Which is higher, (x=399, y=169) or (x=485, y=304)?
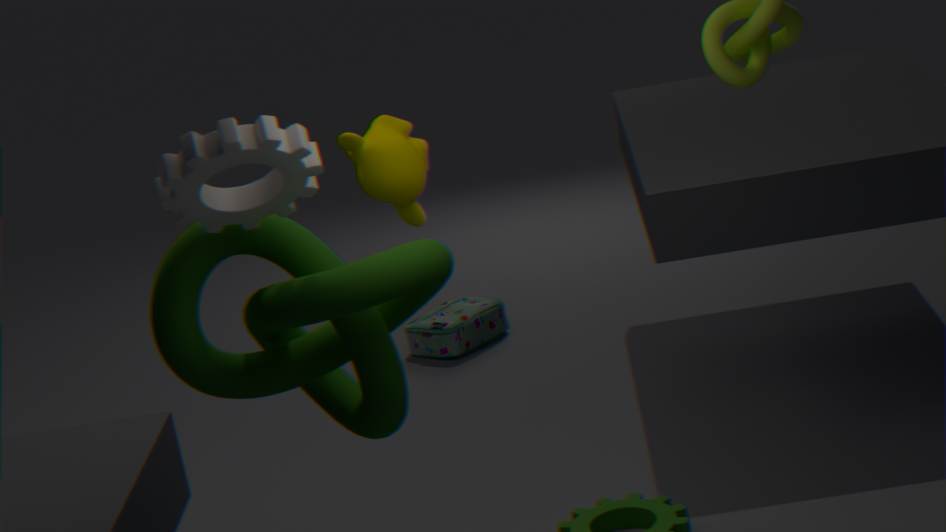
(x=399, y=169)
